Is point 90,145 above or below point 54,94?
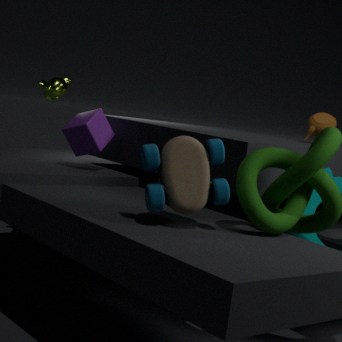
below
